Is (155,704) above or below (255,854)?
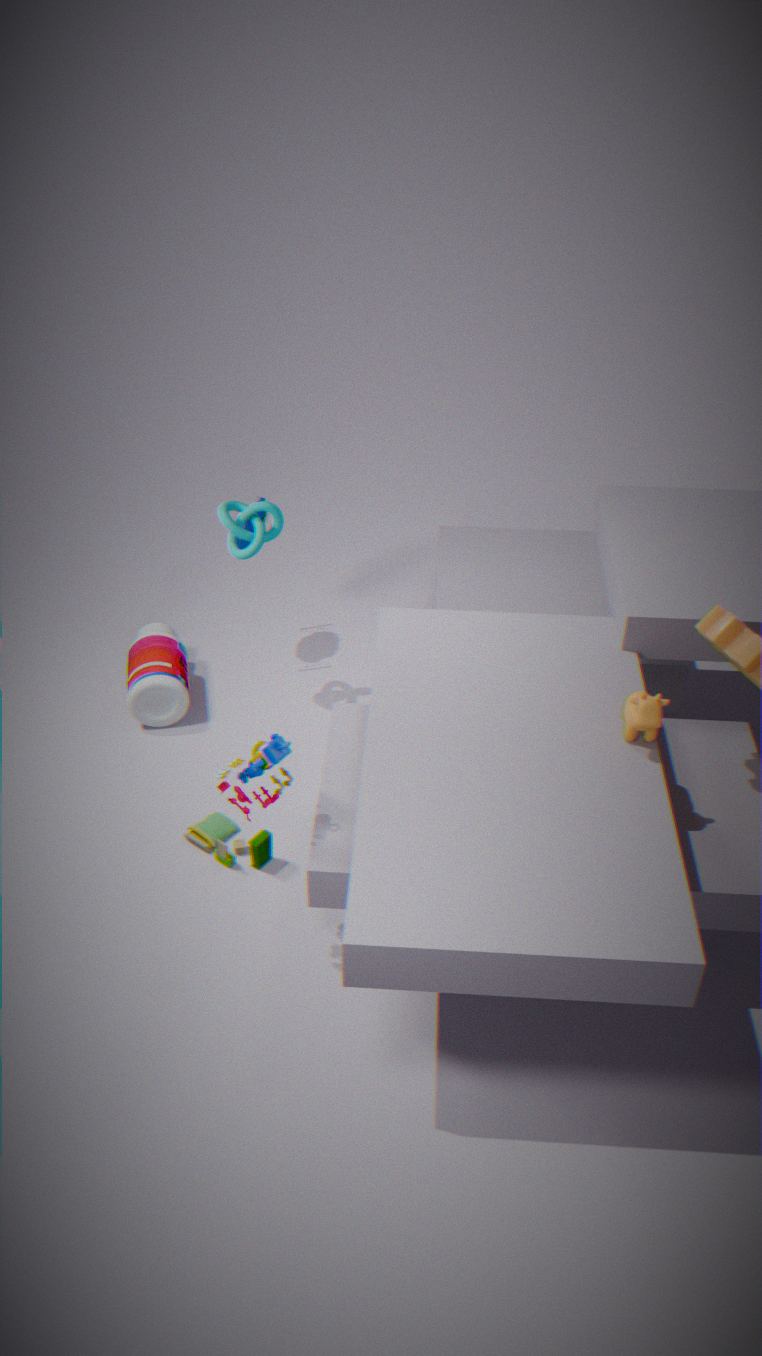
above
